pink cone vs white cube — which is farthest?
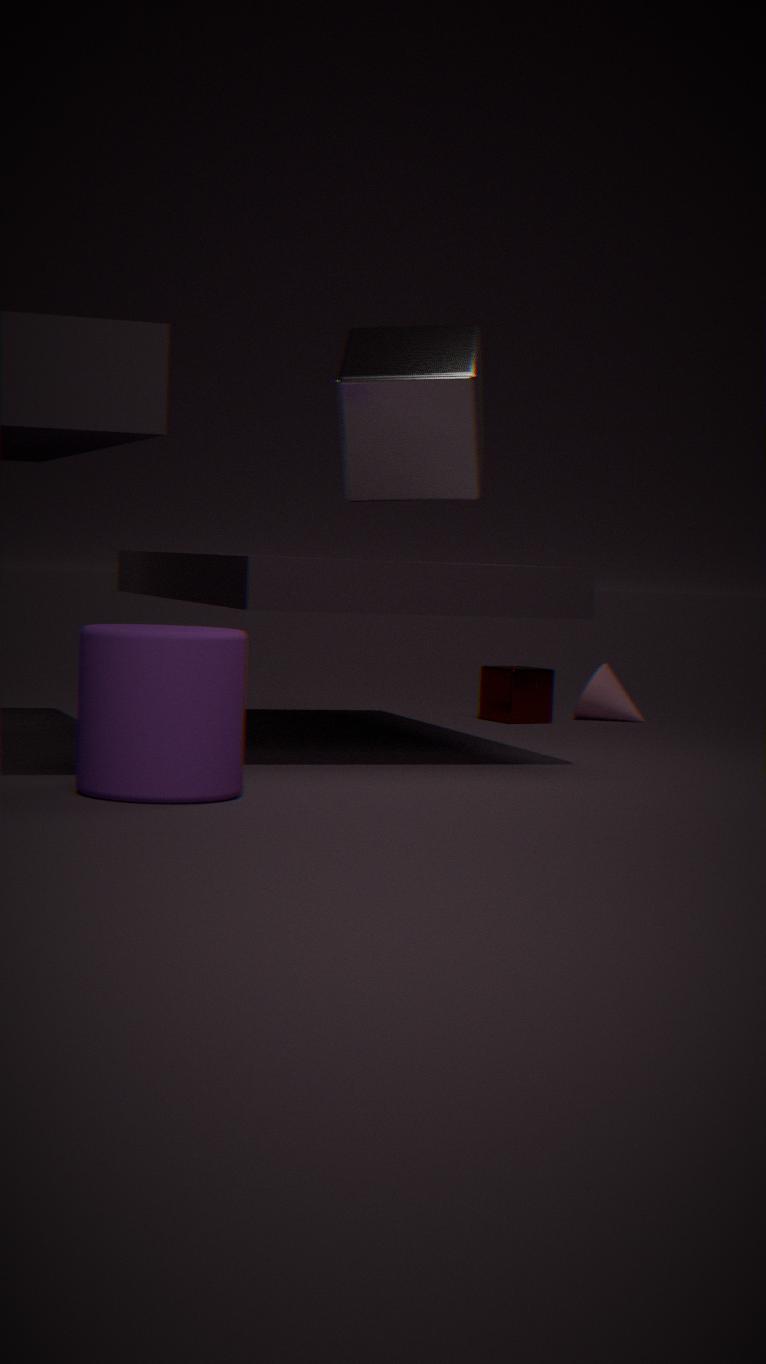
pink cone
